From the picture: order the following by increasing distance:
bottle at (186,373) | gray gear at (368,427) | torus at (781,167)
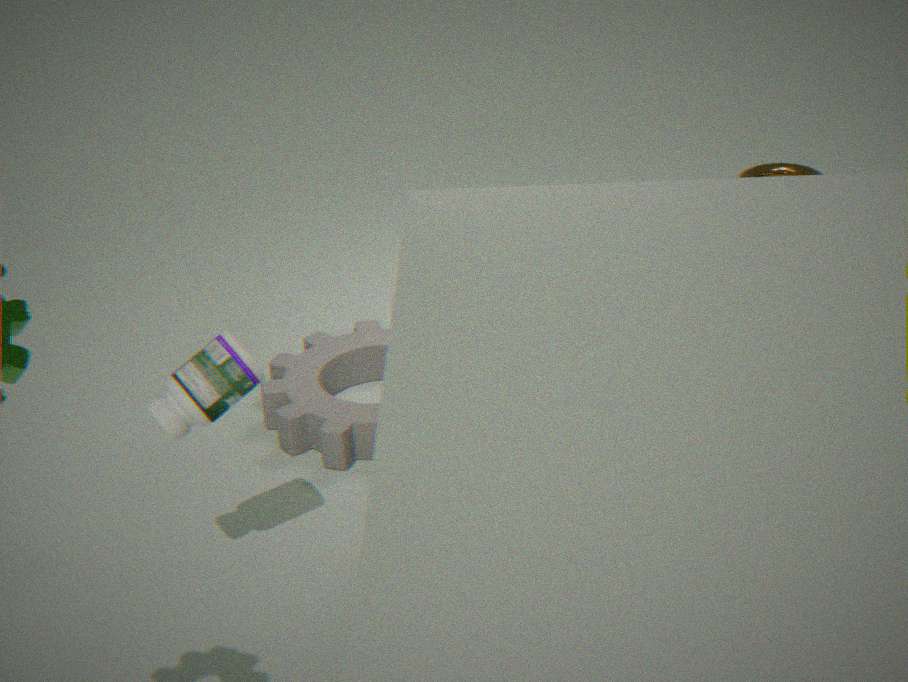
bottle at (186,373), gray gear at (368,427), torus at (781,167)
